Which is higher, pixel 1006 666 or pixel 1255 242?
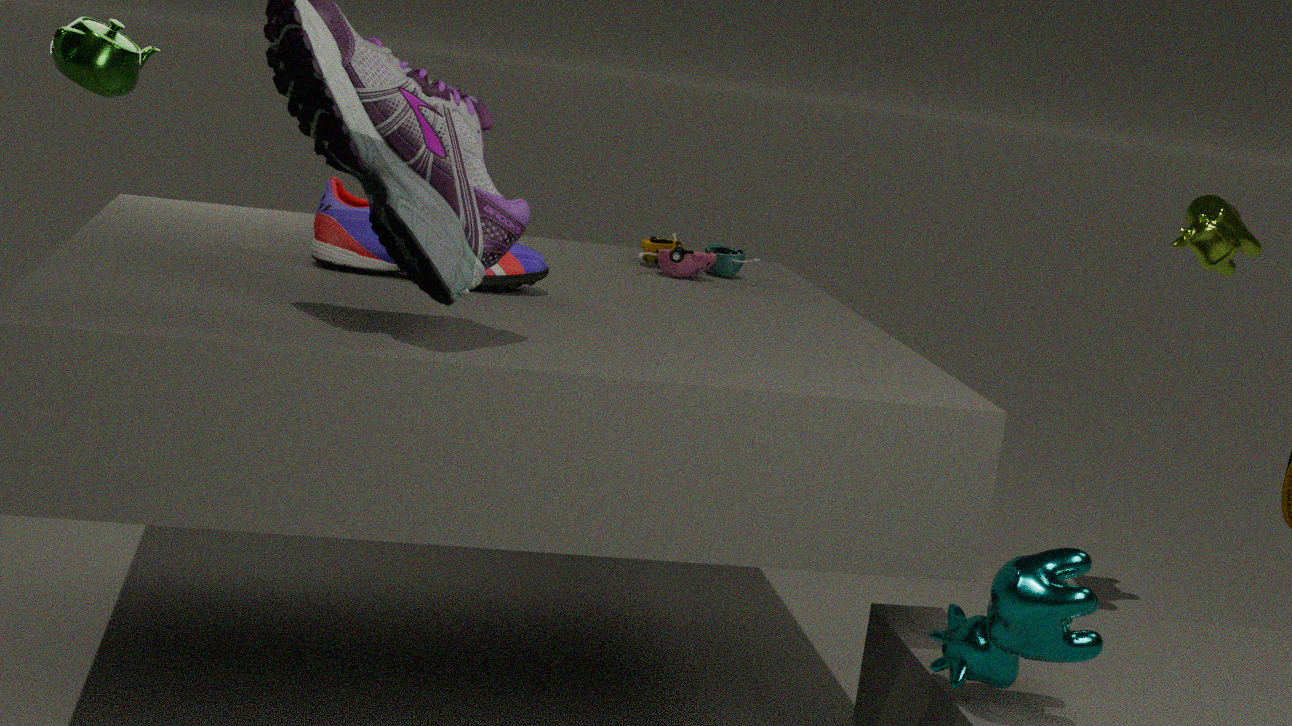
pixel 1255 242
